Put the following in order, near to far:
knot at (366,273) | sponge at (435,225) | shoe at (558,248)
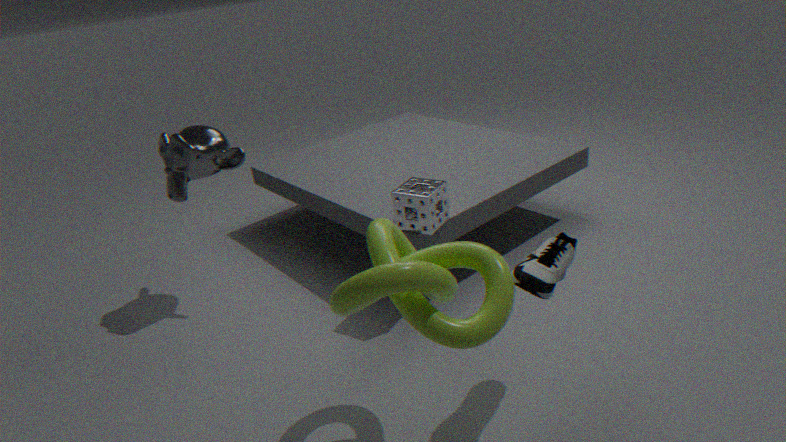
knot at (366,273) → shoe at (558,248) → sponge at (435,225)
